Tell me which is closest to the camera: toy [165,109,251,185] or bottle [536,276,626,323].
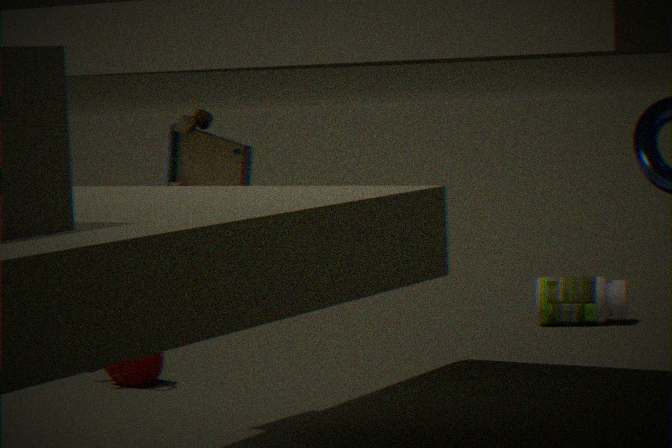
toy [165,109,251,185]
